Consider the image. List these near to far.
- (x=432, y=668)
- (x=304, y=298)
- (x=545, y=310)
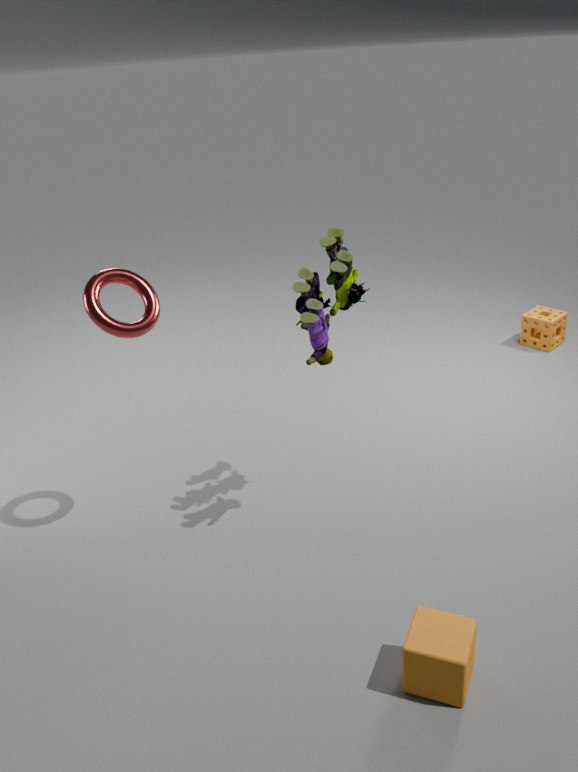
(x=432, y=668) → (x=304, y=298) → (x=545, y=310)
